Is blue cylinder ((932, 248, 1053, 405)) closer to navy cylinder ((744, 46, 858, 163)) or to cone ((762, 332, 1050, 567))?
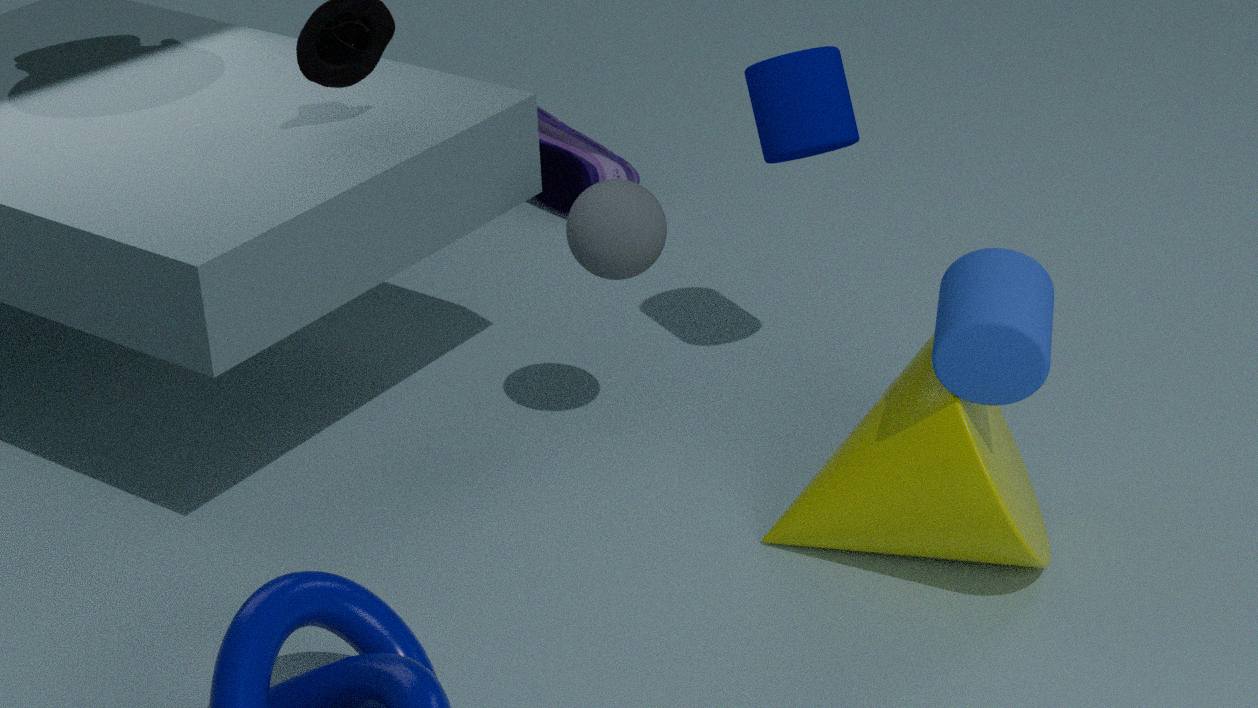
cone ((762, 332, 1050, 567))
